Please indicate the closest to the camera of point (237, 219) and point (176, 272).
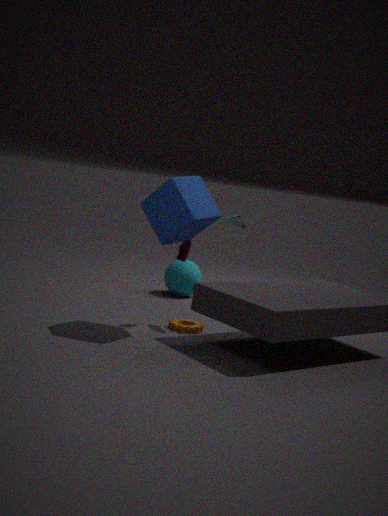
point (237, 219)
